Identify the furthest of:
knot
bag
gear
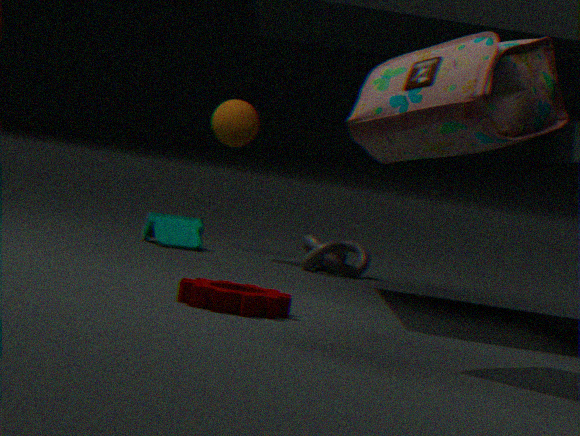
knot
